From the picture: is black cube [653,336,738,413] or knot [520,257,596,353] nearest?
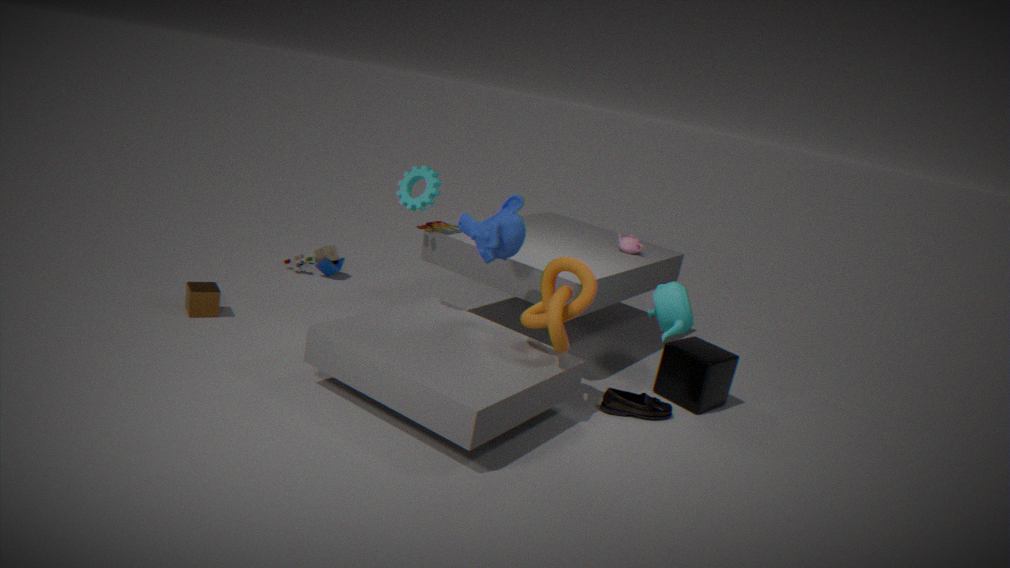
knot [520,257,596,353]
